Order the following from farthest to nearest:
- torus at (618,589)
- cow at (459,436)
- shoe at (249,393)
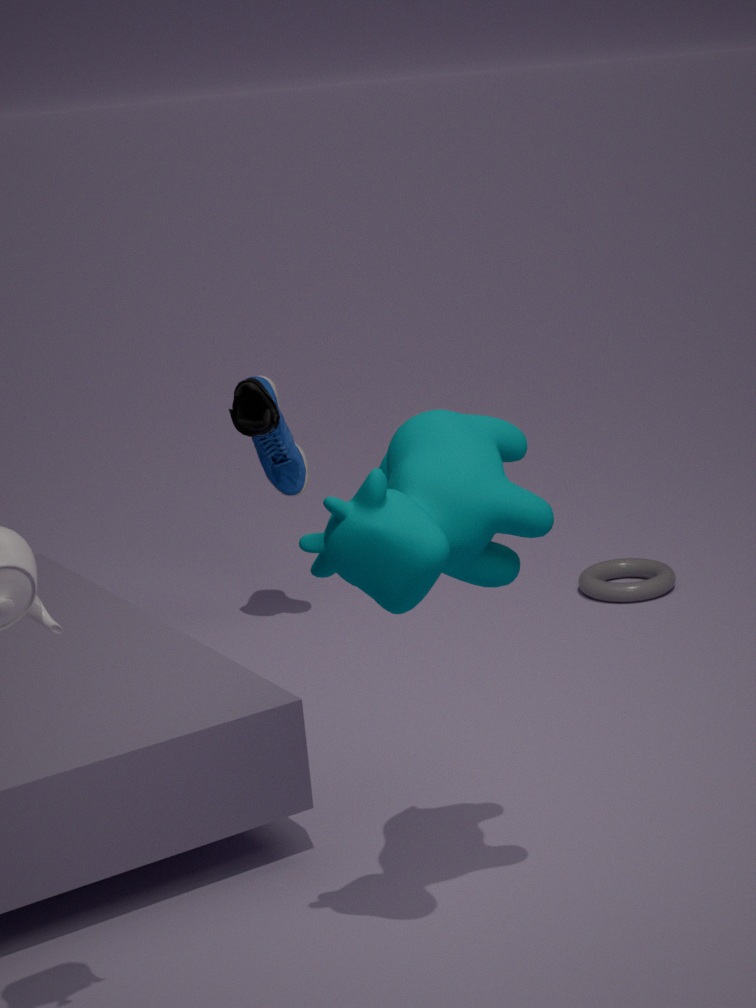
torus at (618,589)
shoe at (249,393)
cow at (459,436)
